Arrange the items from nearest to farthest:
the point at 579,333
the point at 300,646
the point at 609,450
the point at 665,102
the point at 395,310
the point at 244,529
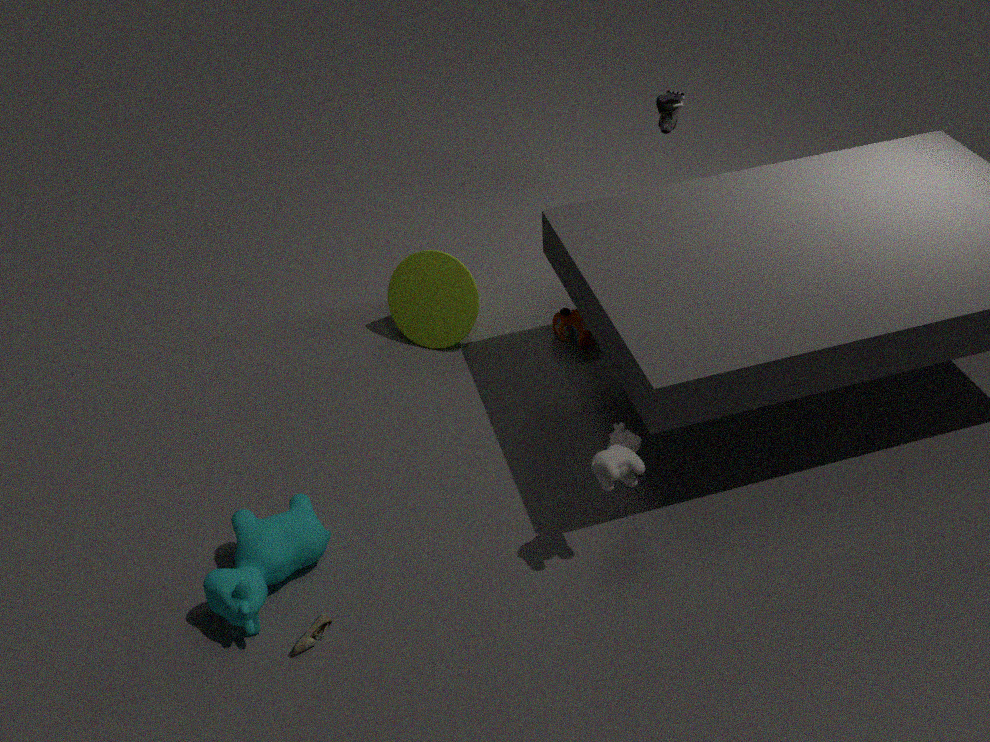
the point at 300,646
the point at 609,450
the point at 244,529
the point at 579,333
the point at 395,310
the point at 665,102
